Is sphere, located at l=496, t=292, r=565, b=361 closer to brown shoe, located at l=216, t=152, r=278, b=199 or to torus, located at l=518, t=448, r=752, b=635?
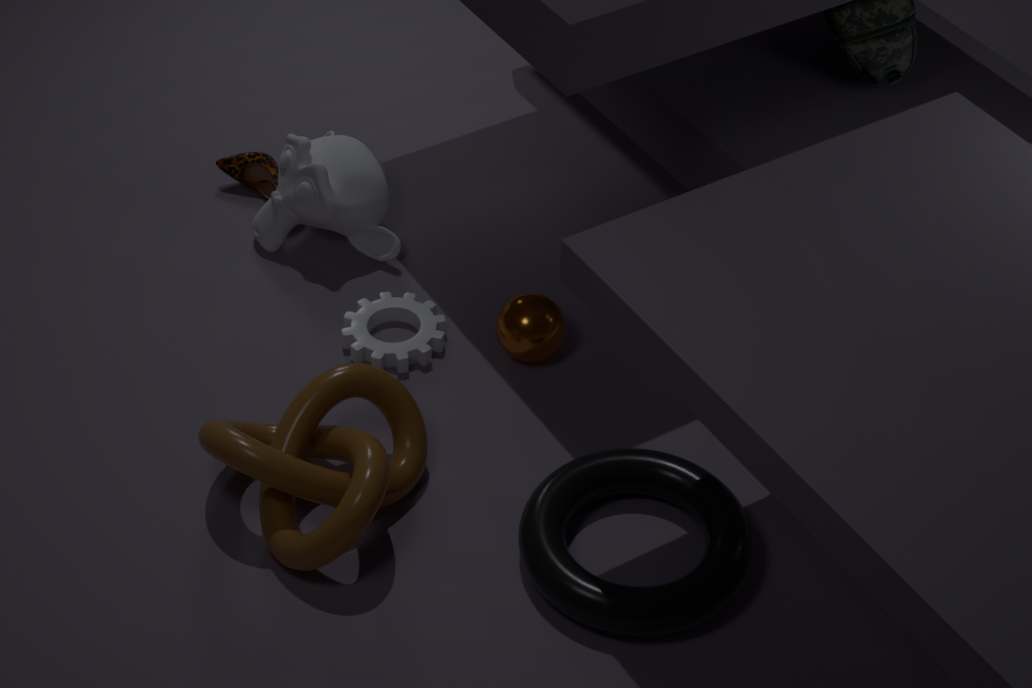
torus, located at l=518, t=448, r=752, b=635
